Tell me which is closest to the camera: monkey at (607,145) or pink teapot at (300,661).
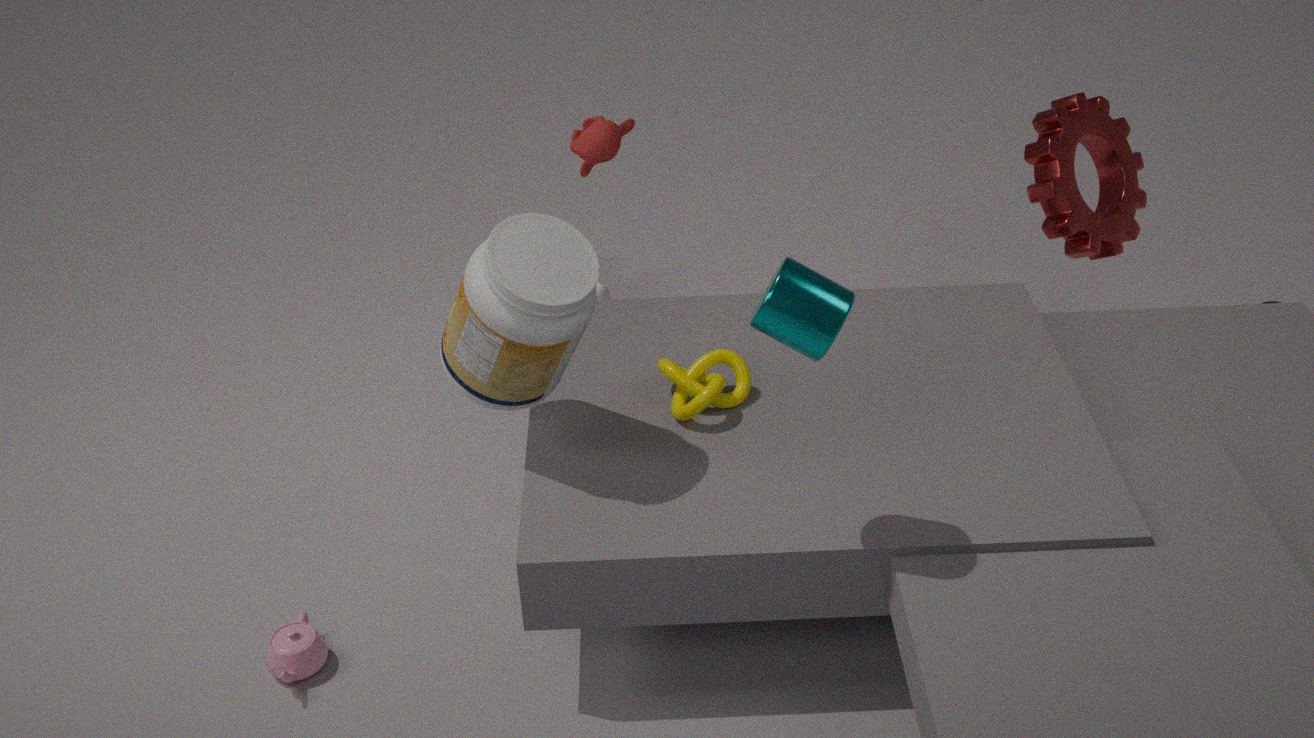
pink teapot at (300,661)
